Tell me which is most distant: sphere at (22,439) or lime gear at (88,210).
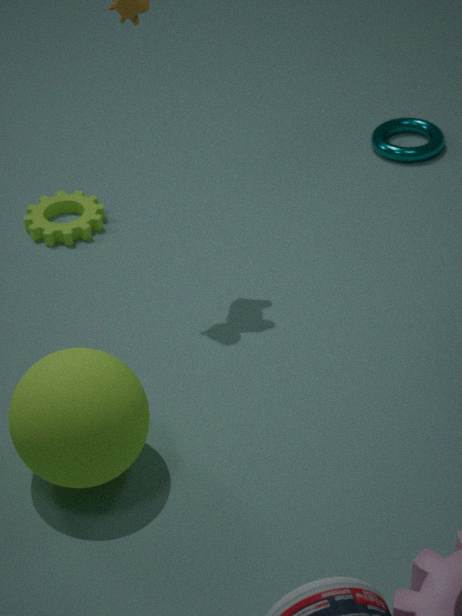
lime gear at (88,210)
